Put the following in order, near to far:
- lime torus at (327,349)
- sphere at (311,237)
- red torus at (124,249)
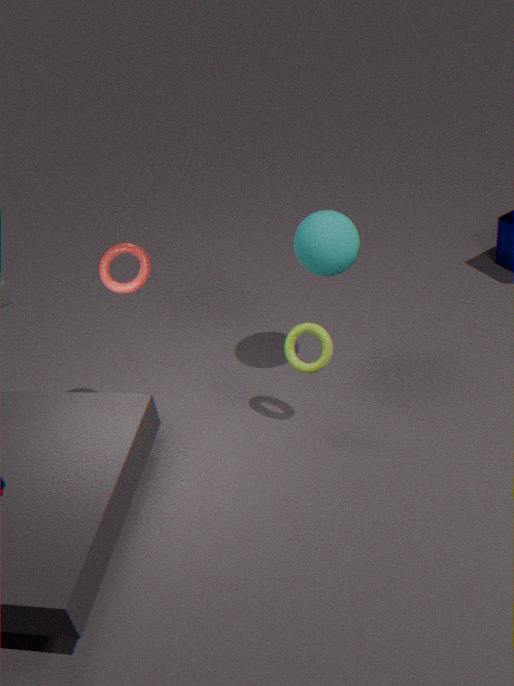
red torus at (124,249) < lime torus at (327,349) < sphere at (311,237)
